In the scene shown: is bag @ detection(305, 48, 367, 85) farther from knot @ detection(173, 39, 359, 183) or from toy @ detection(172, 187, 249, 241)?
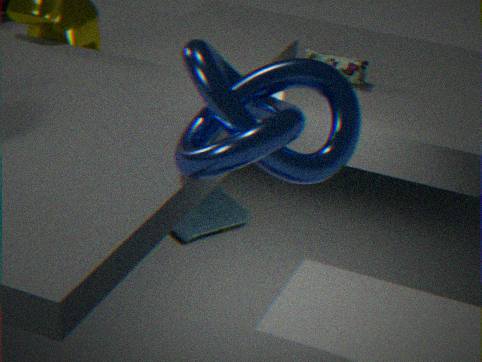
knot @ detection(173, 39, 359, 183)
